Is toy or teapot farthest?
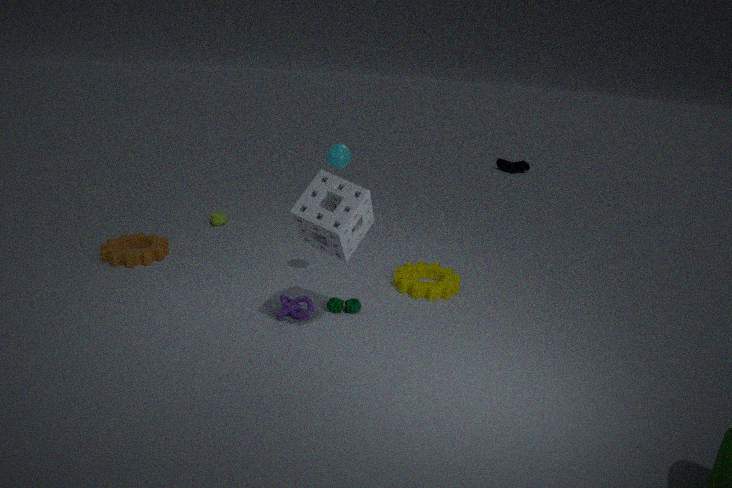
teapot
